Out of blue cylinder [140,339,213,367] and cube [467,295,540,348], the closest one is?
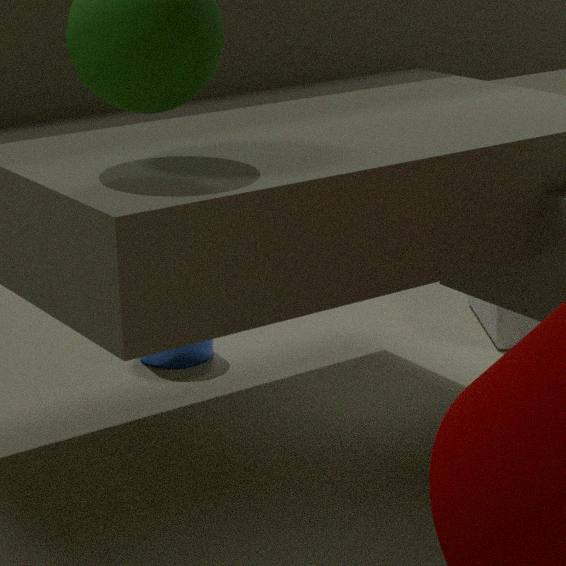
blue cylinder [140,339,213,367]
